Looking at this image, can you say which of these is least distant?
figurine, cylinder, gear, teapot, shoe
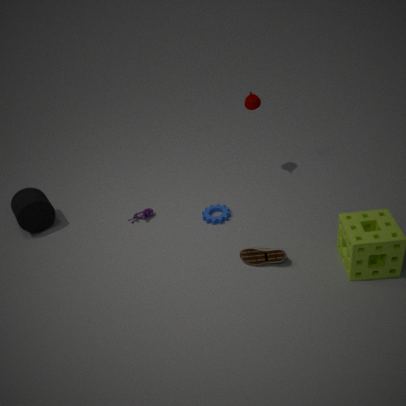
shoe
